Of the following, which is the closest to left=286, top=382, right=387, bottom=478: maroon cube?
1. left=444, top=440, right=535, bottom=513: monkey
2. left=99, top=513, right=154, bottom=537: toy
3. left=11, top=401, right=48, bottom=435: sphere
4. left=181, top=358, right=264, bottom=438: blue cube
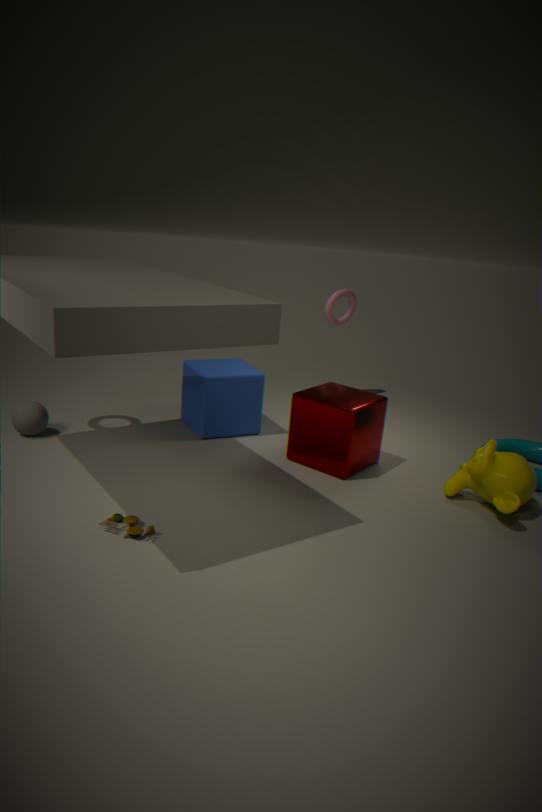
left=181, top=358, right=264, bottom=438: blue cube
